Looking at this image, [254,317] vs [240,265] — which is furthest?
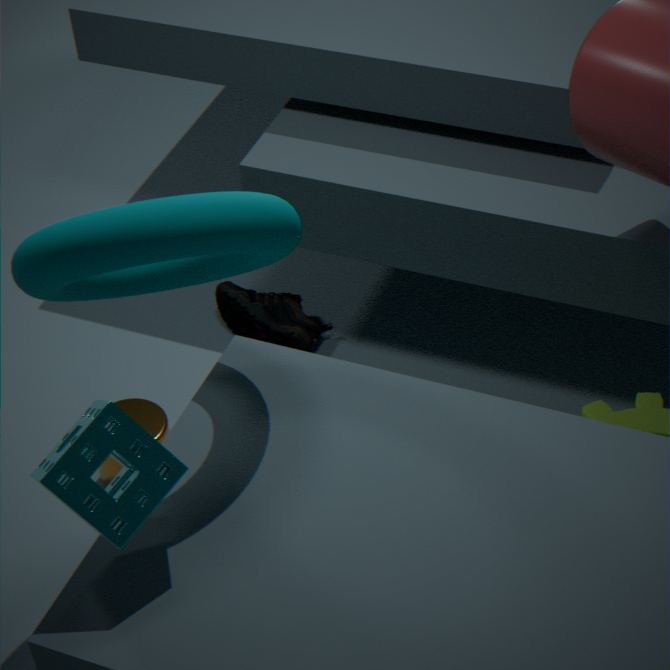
[254,317]
